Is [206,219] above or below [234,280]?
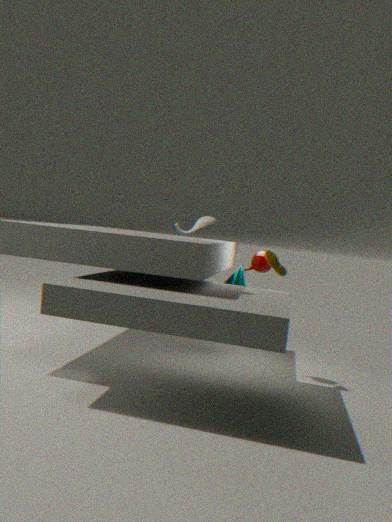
above
